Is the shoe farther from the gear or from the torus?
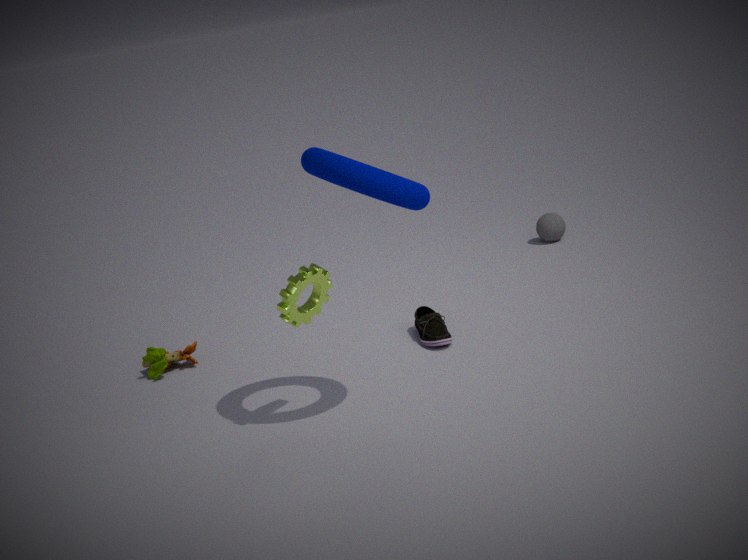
the torus
